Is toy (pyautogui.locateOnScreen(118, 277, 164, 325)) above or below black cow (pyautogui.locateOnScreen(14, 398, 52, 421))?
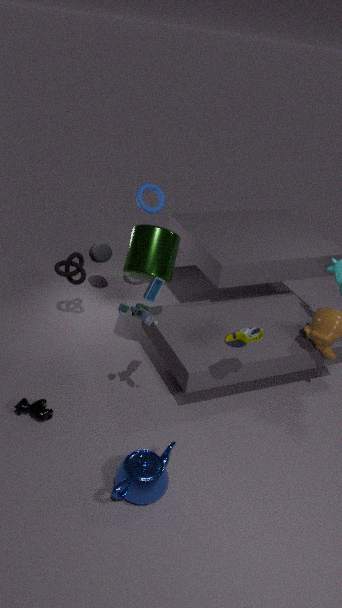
above
